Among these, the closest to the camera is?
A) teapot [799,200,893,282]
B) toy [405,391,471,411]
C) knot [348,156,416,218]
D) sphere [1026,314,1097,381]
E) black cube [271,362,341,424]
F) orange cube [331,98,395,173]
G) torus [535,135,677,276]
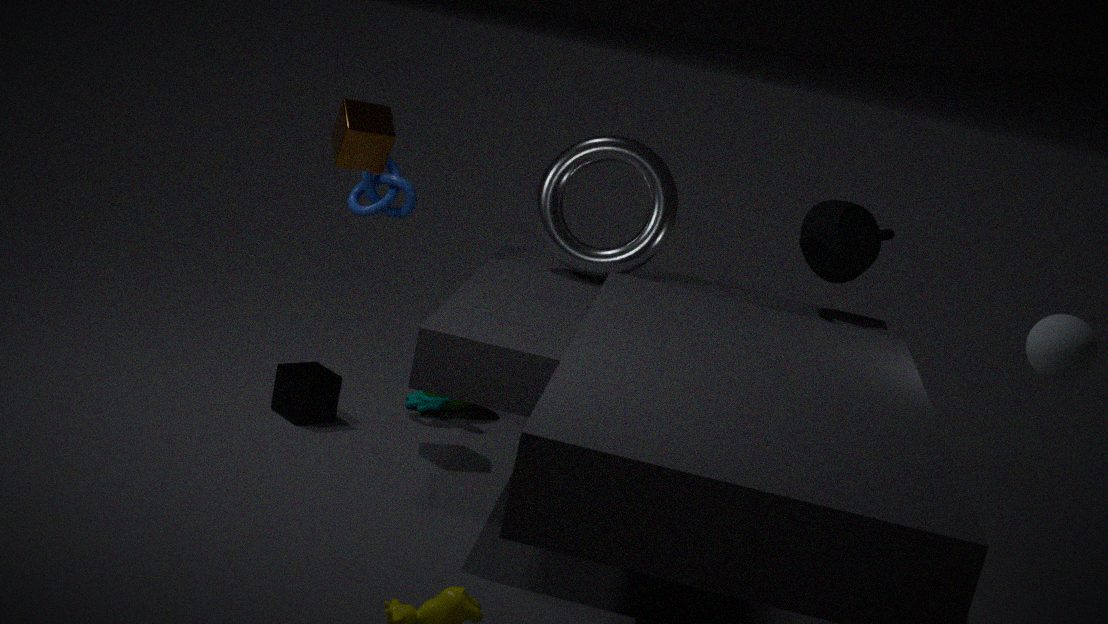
sphere [1026,314,1097,381]
